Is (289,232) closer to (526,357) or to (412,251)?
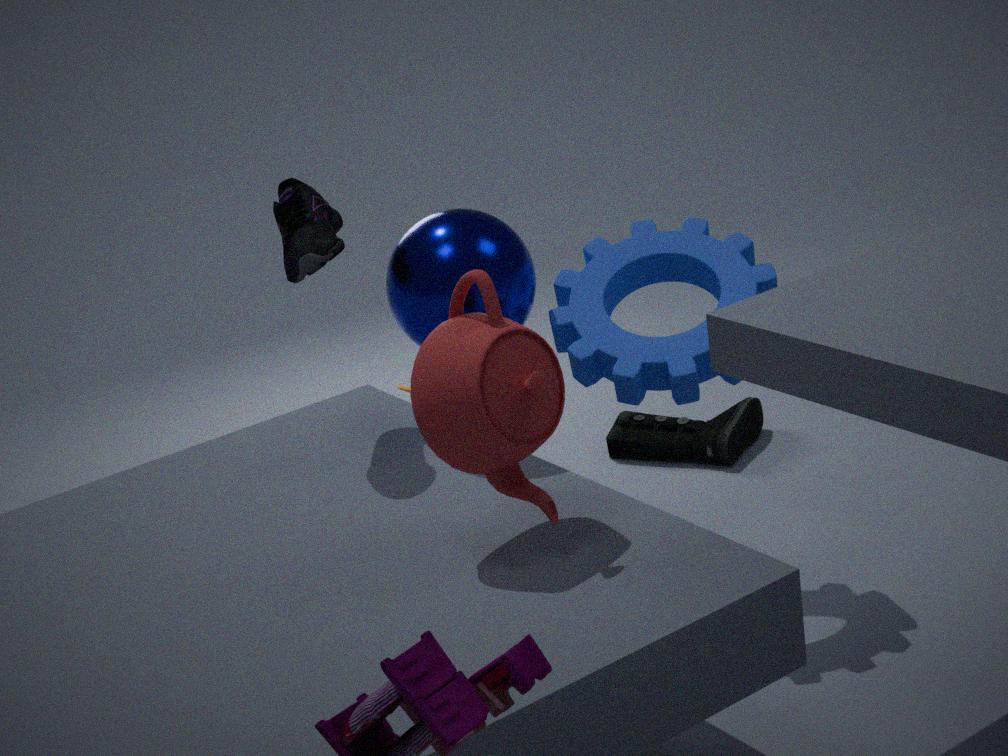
(412,251)
